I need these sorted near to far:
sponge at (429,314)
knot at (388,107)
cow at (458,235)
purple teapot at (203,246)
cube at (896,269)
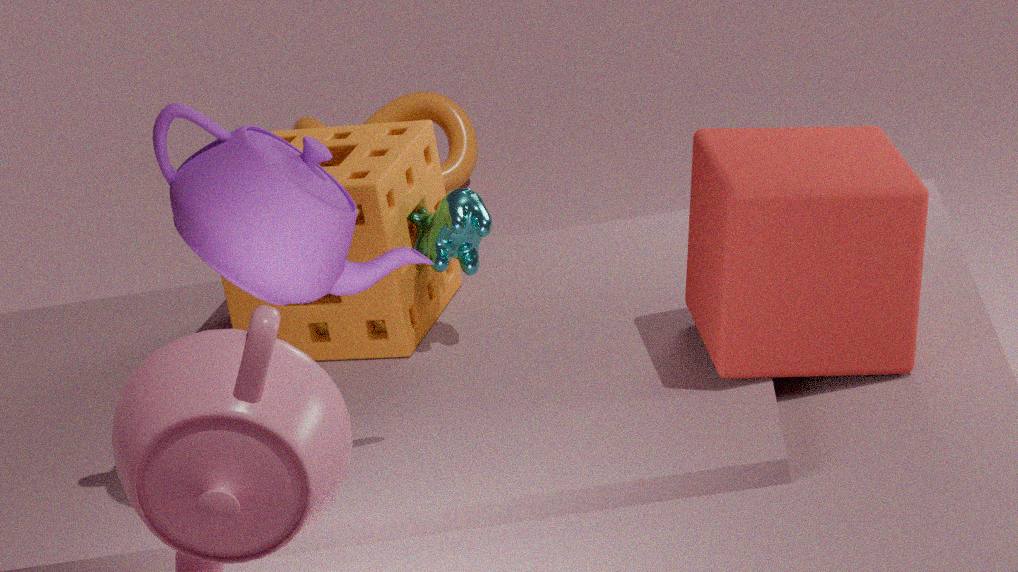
purple teapot at (203,246), cube at (896,269), cow at (458,235), sponge at (429,314), knot at (388,107)
